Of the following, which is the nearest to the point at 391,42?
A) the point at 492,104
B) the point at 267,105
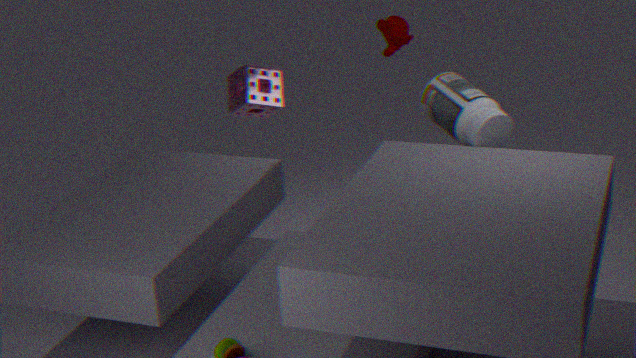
the point at 492,104
